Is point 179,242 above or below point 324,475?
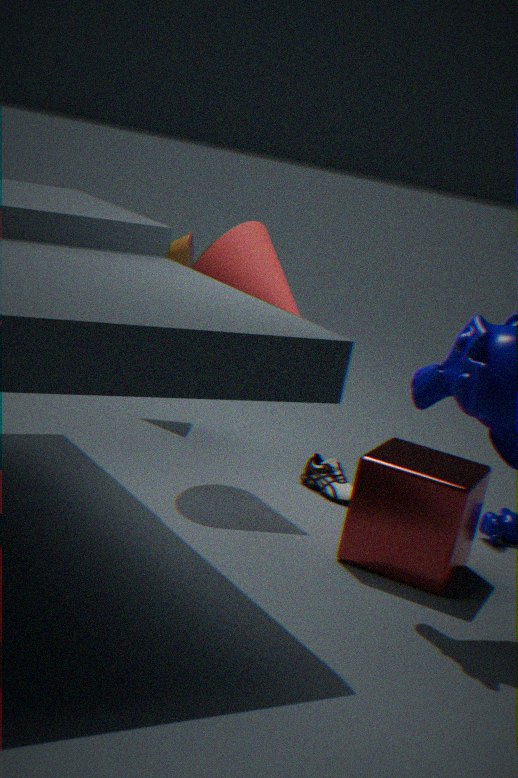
above
